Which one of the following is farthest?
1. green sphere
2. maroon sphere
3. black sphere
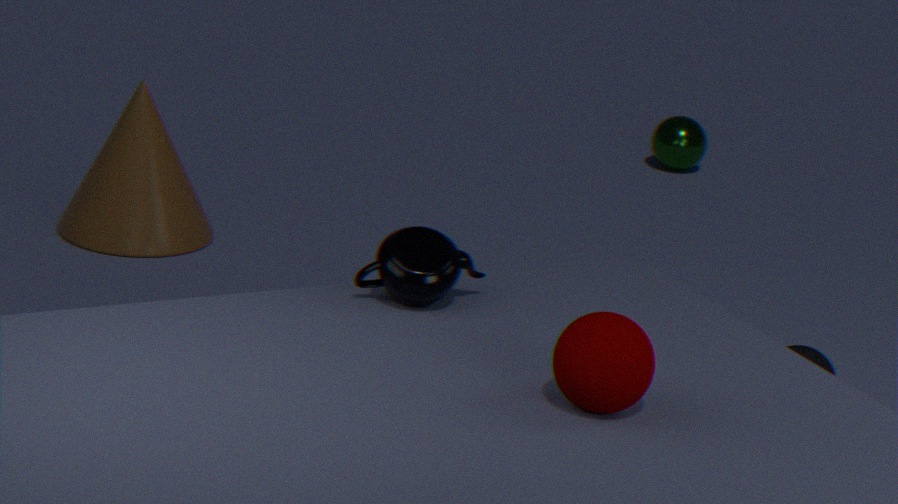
green sphere
